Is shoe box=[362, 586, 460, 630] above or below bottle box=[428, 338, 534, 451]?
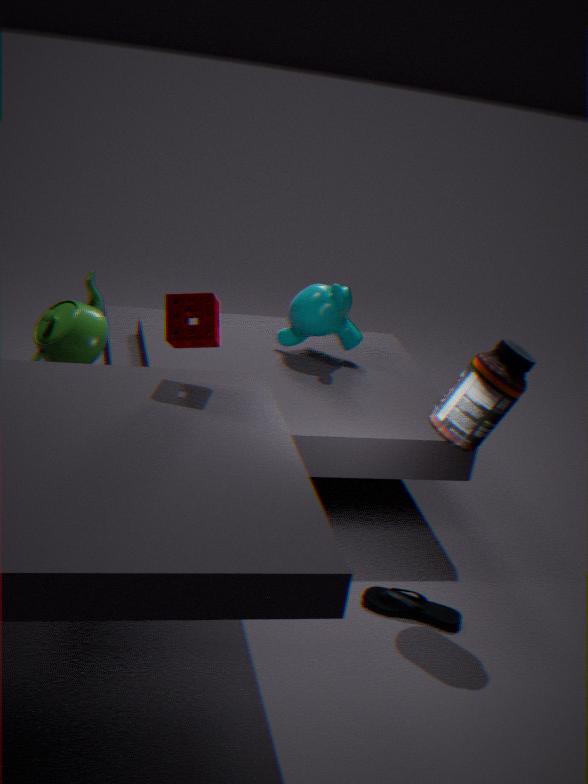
below
